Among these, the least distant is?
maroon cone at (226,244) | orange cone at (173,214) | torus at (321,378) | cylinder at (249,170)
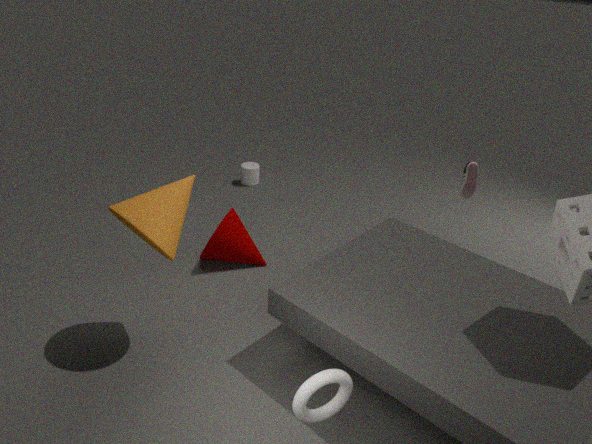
torus at (321,378)
